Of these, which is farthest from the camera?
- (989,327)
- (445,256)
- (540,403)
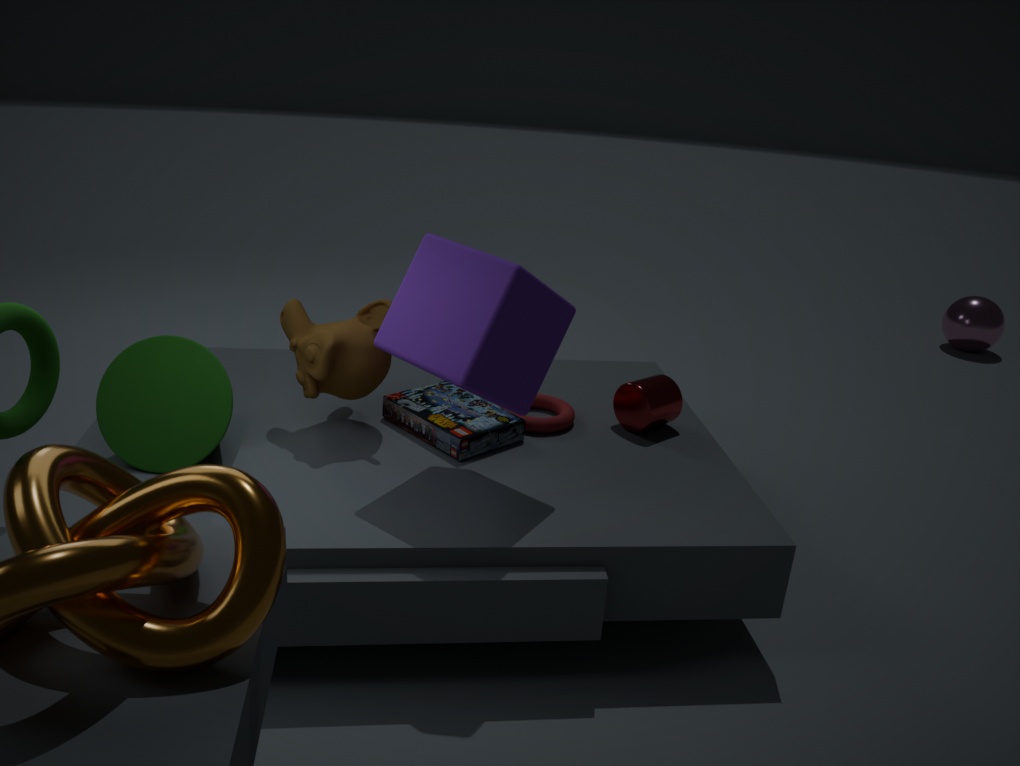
(989,327)
